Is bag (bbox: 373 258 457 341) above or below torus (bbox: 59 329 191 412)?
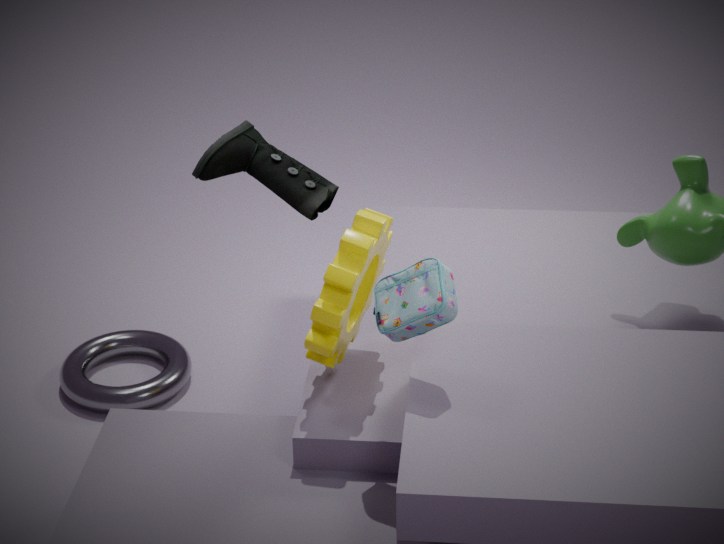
above
